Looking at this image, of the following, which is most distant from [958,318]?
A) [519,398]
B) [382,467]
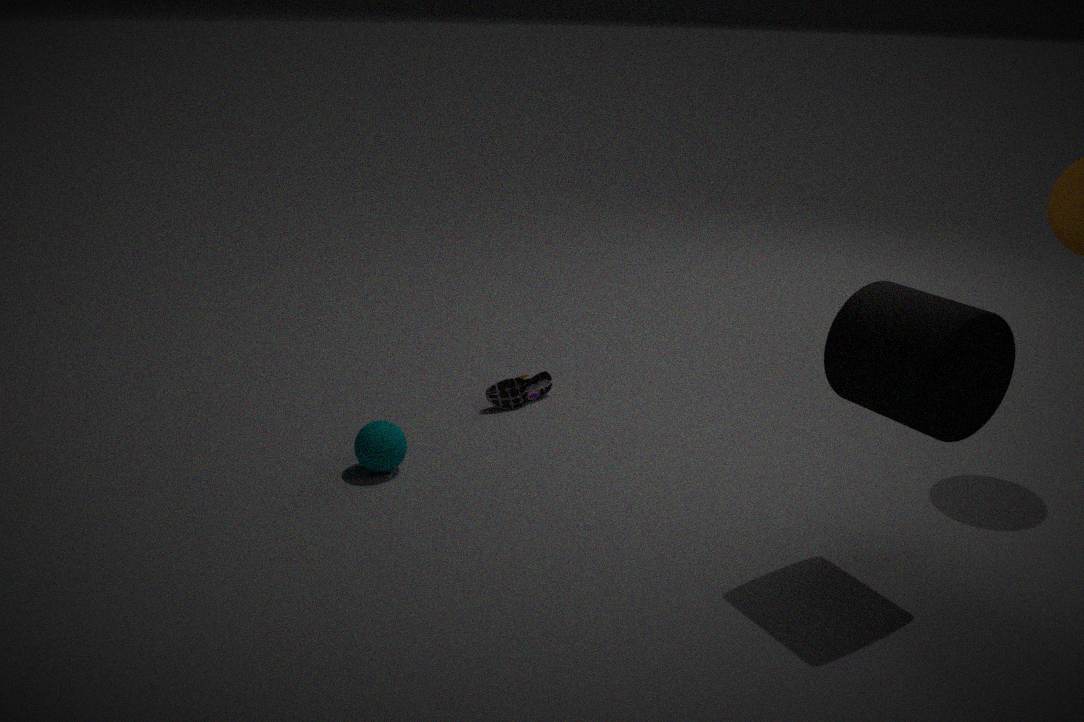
[382,467]
